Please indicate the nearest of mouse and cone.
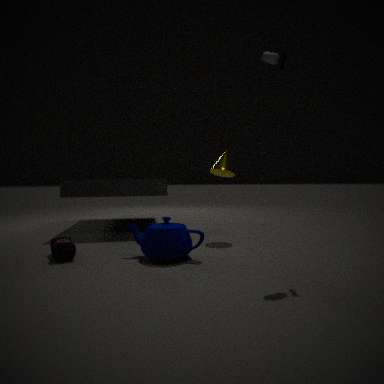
mouse
